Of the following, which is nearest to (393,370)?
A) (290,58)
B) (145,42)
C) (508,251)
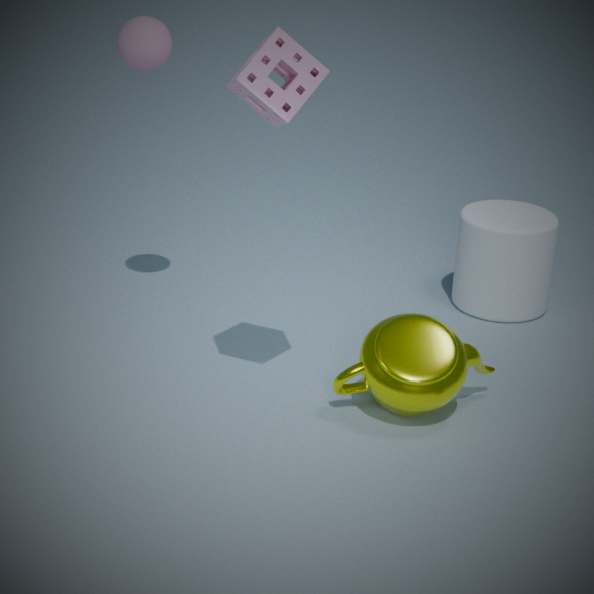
(508,251)
